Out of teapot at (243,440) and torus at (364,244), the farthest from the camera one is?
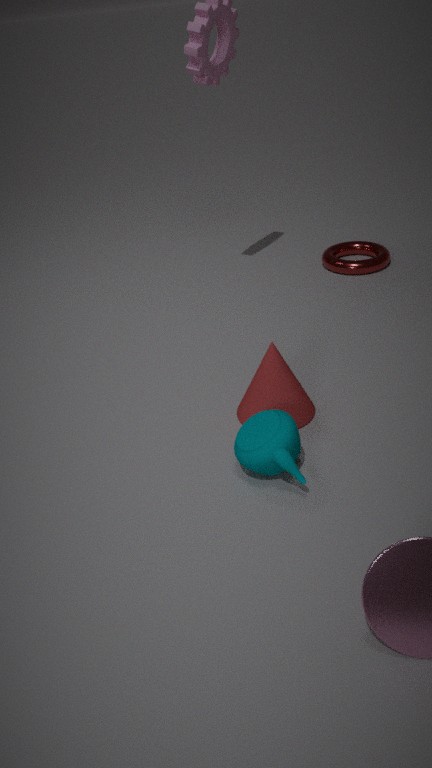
torus at (364,244)
